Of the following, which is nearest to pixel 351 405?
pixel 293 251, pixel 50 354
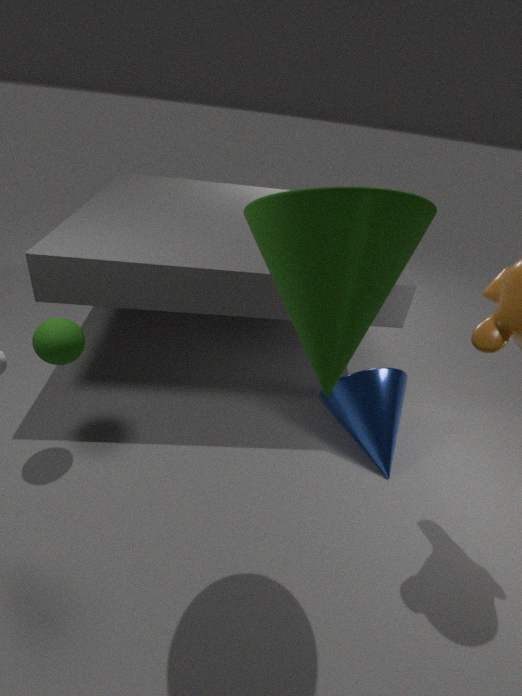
pixel 293 251
